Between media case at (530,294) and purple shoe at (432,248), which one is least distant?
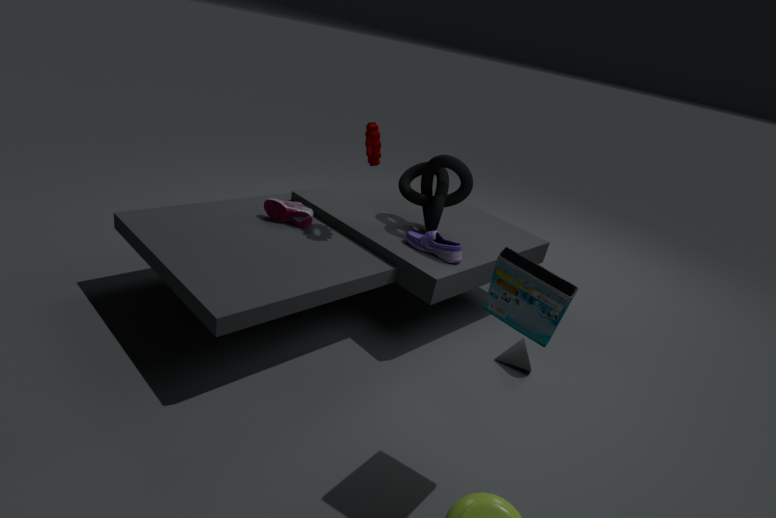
media case at (530,294)
